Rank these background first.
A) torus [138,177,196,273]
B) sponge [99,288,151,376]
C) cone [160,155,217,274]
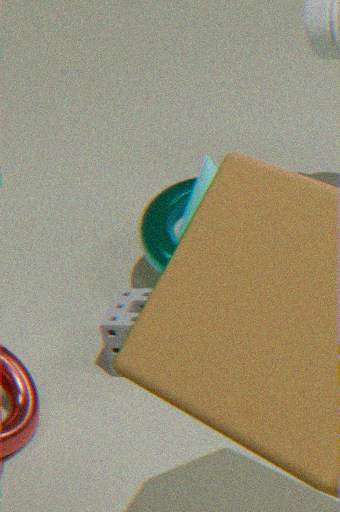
cone [160,155,217,274] < torus [138,177,196,273] < sponge [99,288,151,376]
